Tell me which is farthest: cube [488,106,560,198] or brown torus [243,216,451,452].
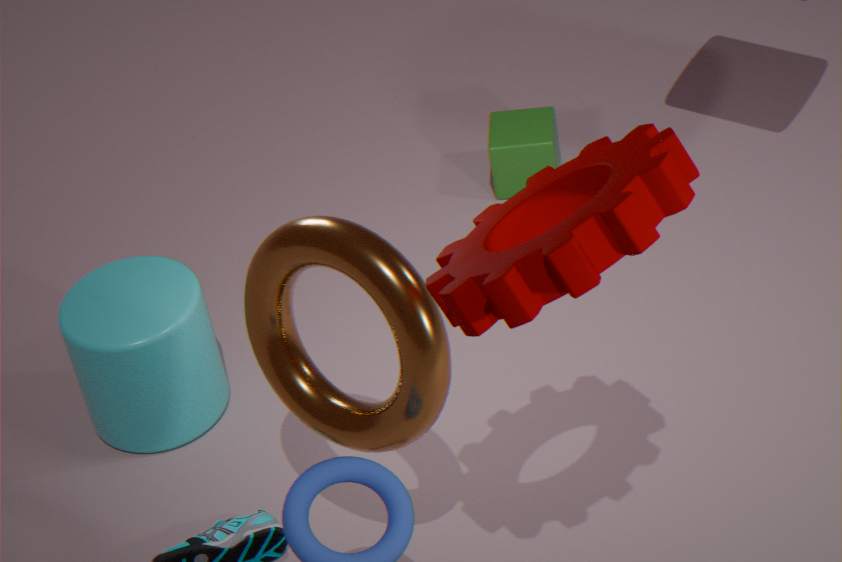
cube [488,106,560,198]
